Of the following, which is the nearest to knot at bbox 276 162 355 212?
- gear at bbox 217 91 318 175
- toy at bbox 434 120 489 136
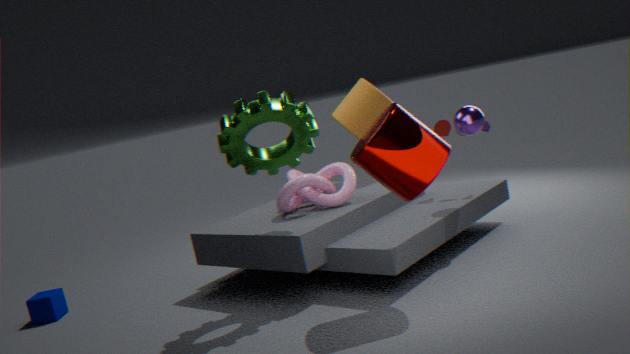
gear at bbox 217 91 318 175
